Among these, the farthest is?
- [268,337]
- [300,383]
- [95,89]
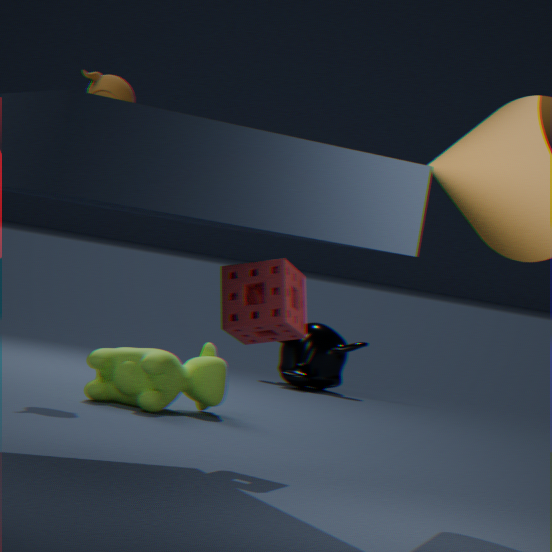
[300,383]
